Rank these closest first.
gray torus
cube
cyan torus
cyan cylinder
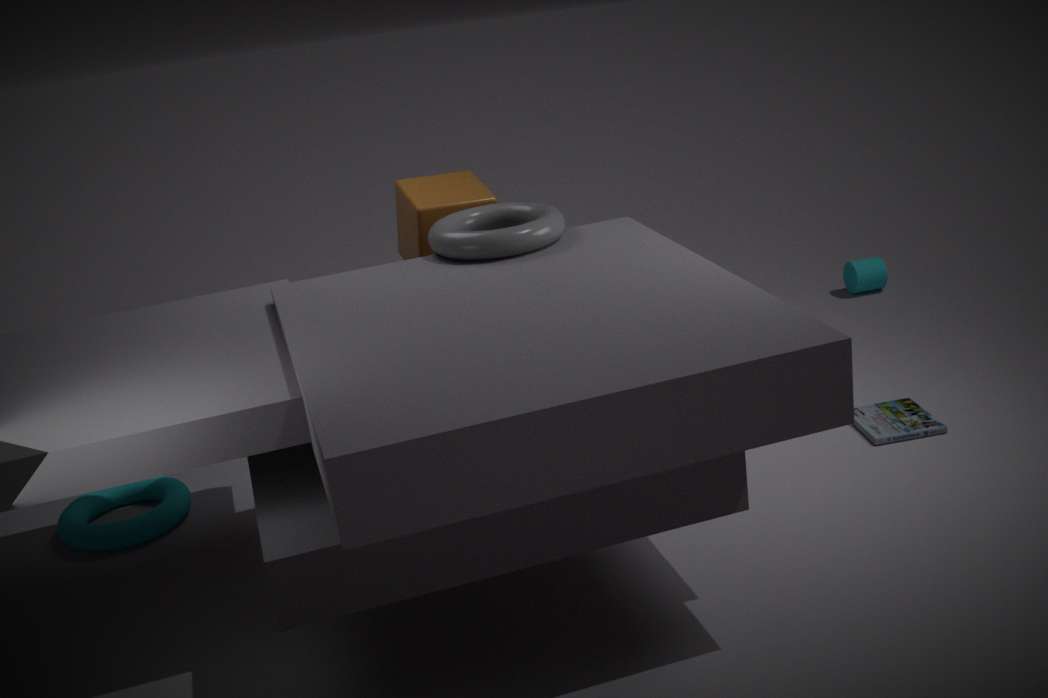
gray torus
cyan torus
cube
cyan cylinder
